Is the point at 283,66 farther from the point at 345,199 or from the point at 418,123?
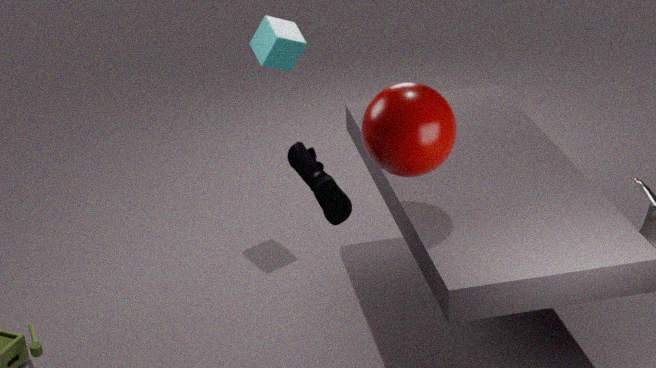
the point at 418,123
